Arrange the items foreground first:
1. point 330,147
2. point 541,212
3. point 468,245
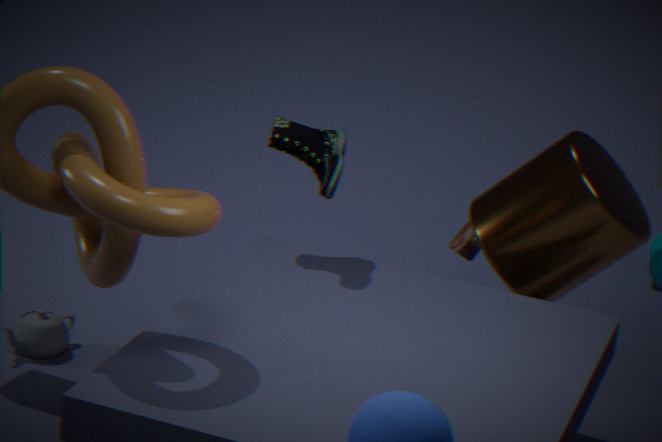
point 330,147 → point 541,212 → point 468,245
